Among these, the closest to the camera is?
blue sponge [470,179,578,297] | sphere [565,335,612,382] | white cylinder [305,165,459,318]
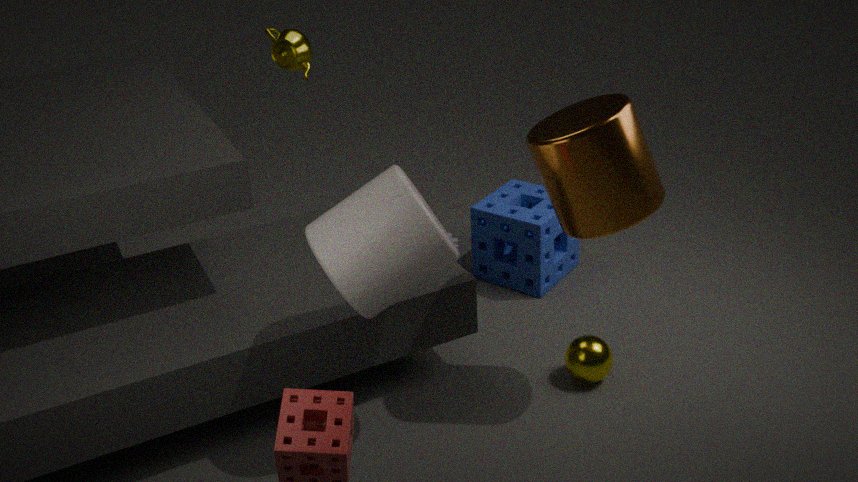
white cylinder [305,165,459,318]
